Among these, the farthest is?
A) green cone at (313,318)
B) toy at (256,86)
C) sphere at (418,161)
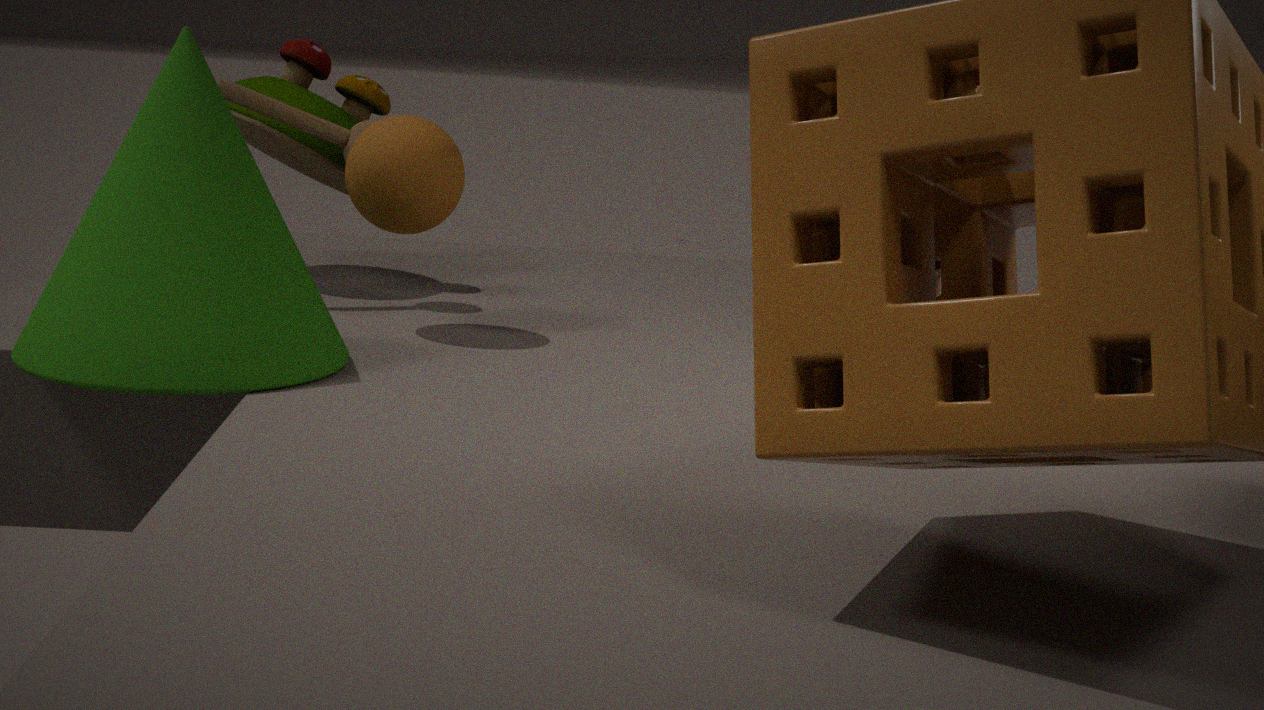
toy at (256,86)
